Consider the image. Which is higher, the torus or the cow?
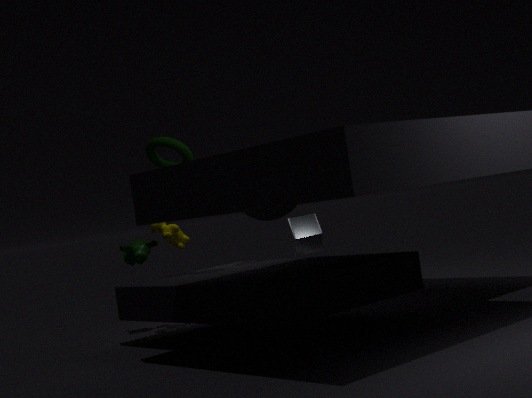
the torus
